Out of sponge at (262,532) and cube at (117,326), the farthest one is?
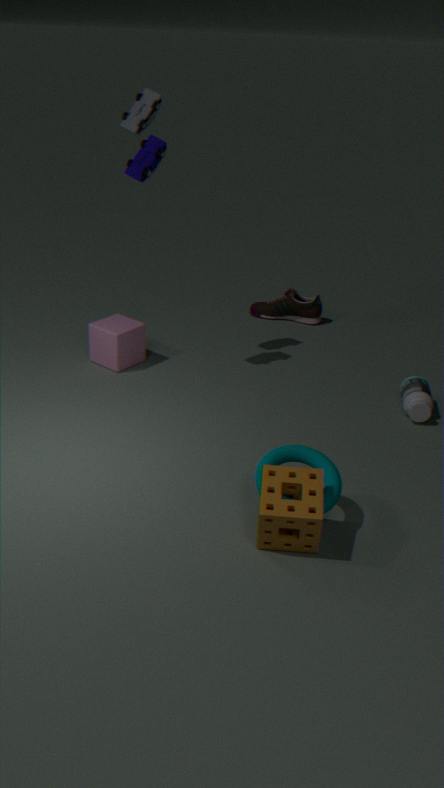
cube at (117,326)
